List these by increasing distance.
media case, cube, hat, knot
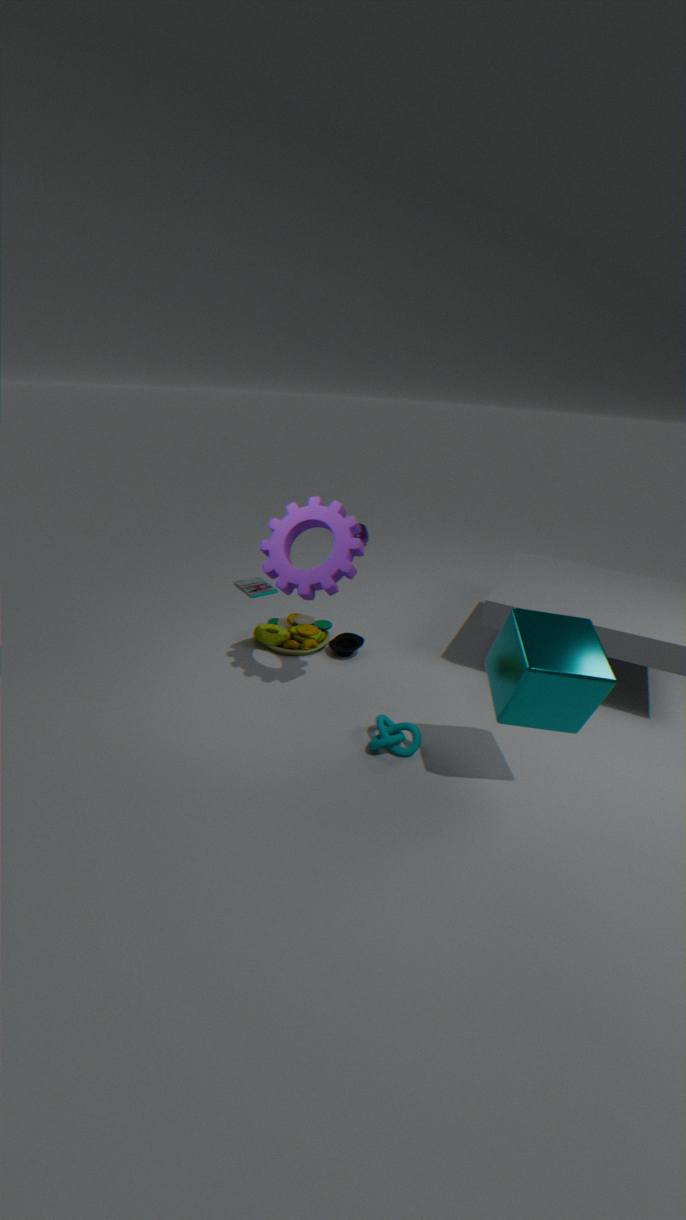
cube, knot, hat, media case
